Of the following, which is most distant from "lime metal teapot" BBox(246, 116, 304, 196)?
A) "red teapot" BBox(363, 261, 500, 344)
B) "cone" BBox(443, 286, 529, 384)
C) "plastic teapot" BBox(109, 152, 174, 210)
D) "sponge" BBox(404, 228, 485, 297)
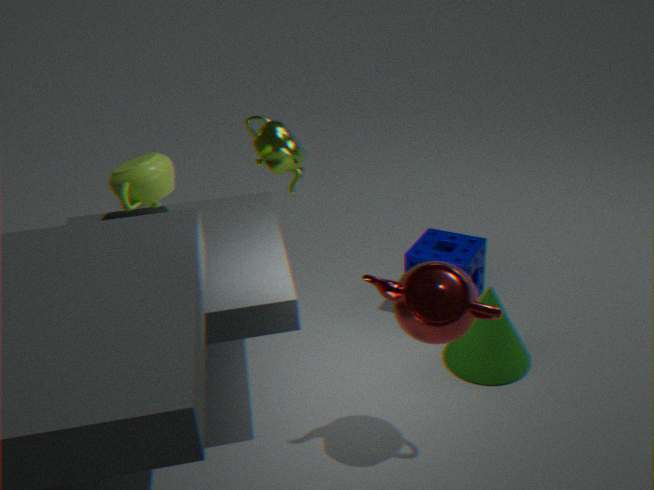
"red teapot" BBox(363, 261, 500, 344)
